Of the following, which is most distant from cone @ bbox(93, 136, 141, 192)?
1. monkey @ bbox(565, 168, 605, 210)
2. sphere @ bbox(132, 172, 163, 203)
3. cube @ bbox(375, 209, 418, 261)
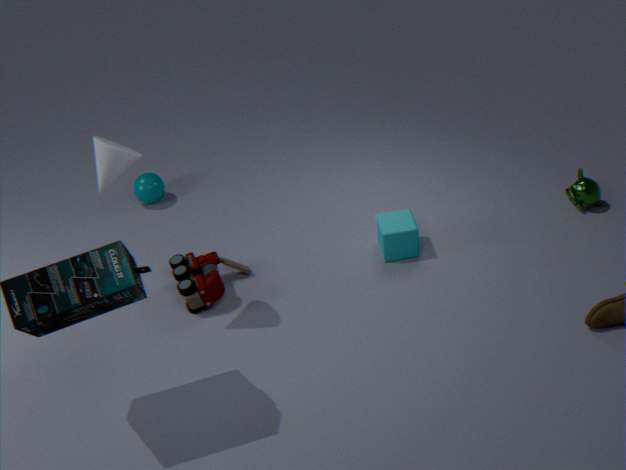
monkey @ bbox(565, 168, 605, 210)
